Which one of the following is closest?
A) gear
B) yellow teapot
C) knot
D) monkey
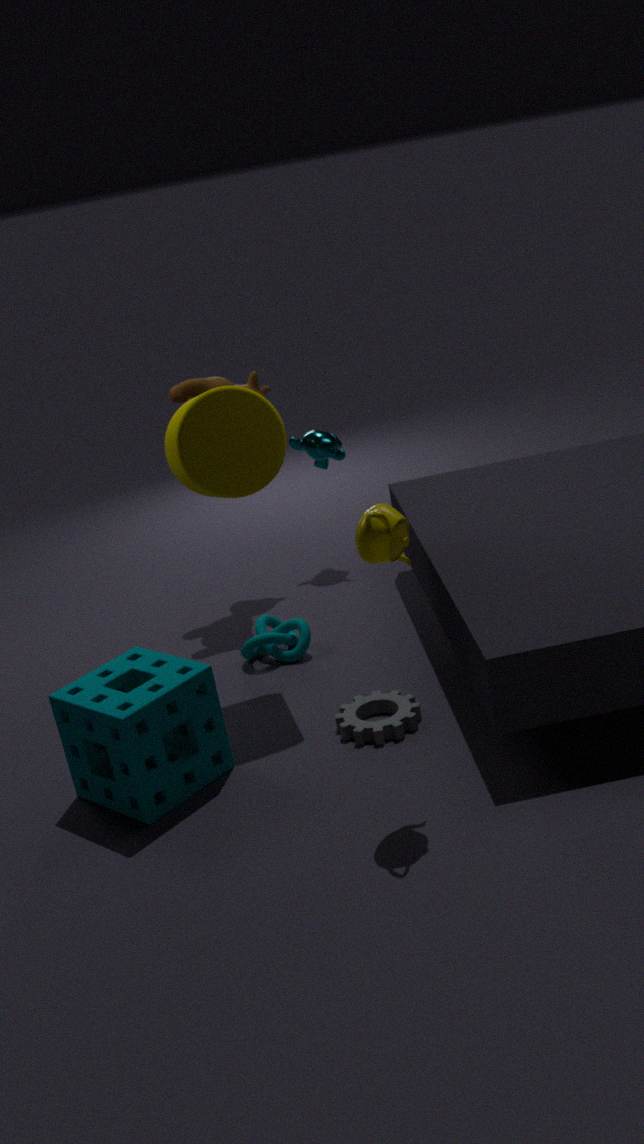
yellow teapot
